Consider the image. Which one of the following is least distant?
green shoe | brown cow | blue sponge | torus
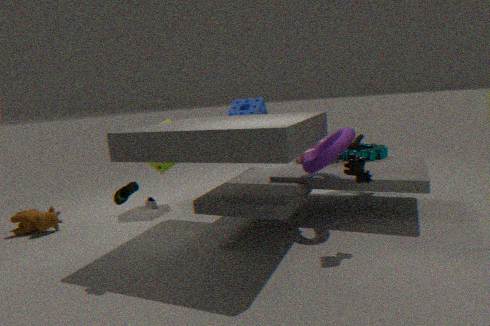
green shoe
